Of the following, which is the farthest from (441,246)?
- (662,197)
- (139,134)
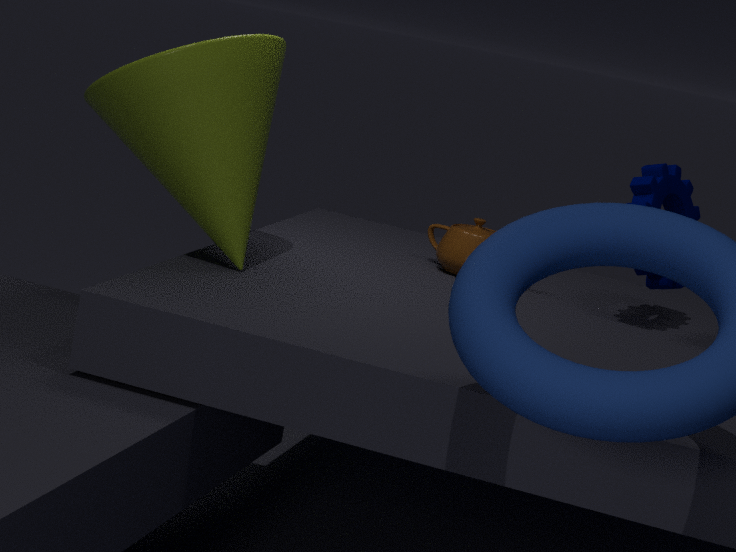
(139,134)
